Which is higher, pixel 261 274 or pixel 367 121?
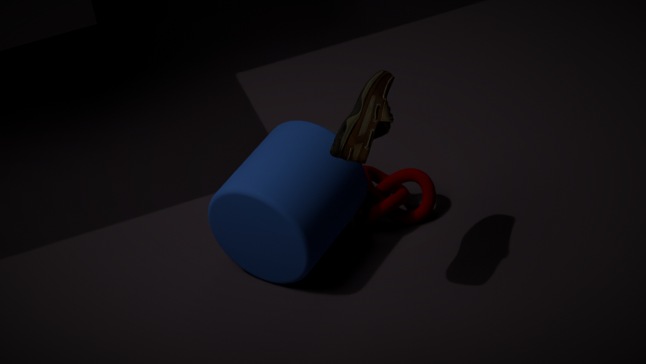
pixel 367 121
